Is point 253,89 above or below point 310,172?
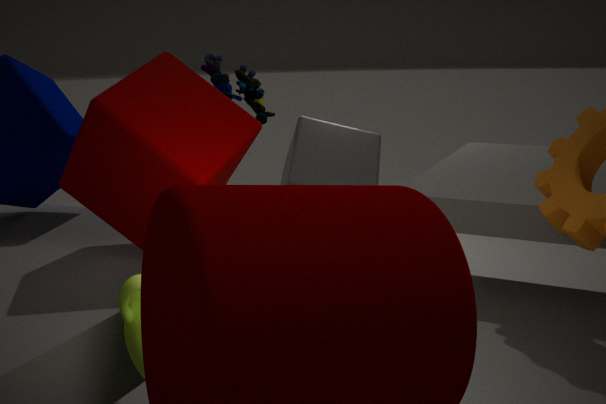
above
